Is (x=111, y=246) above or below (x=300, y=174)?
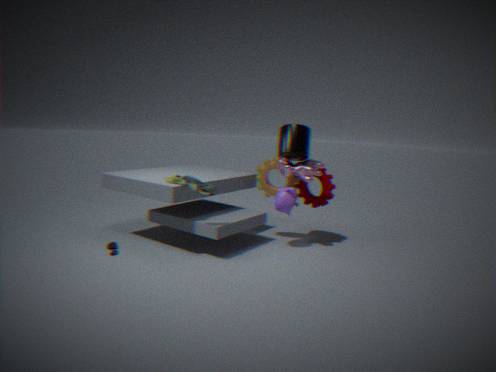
below
